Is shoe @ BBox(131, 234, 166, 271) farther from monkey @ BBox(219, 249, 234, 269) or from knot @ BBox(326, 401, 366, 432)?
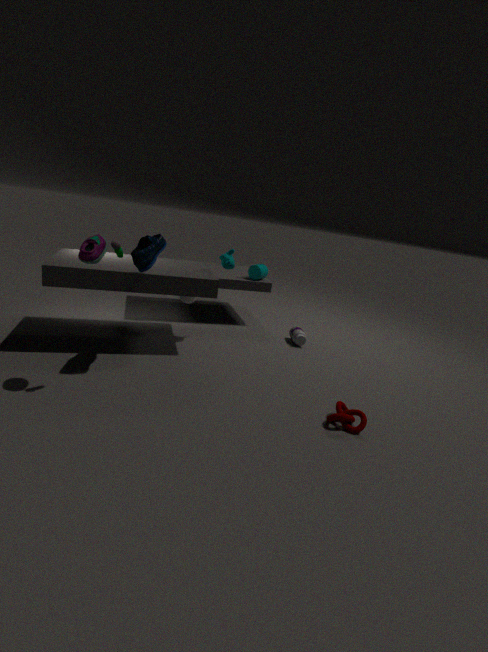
knot @ BBox(326, 401, 366, 432)
